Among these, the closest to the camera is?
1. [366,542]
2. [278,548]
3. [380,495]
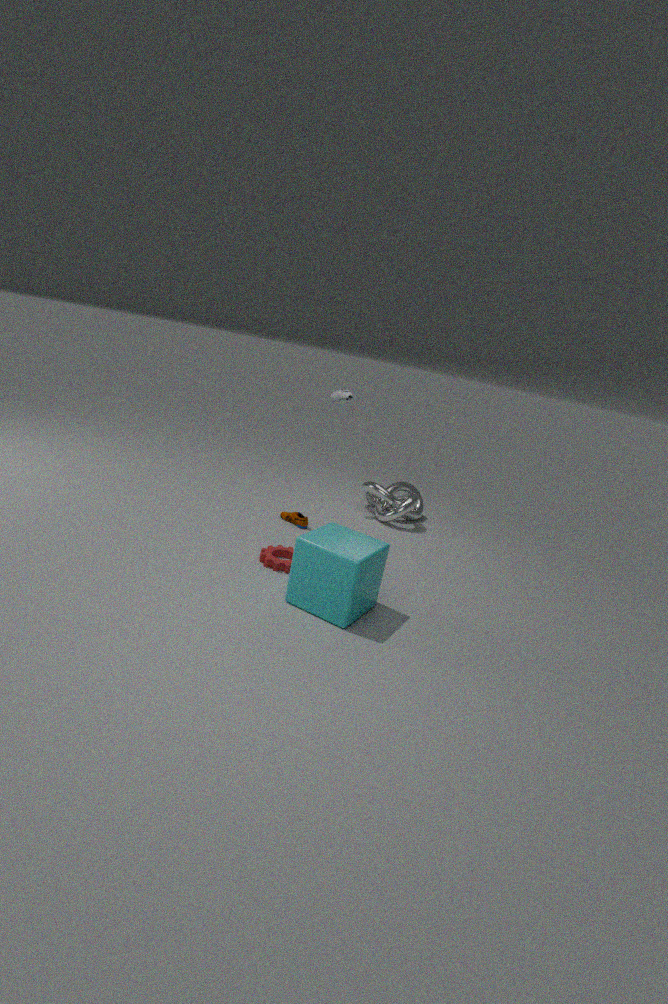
[366,542]
